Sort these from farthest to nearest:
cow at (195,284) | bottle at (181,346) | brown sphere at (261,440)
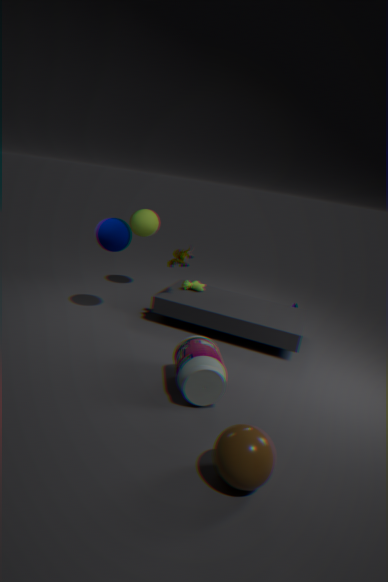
cow at (195,284) → bottle at (181,346) → brown sphere at (261,440)
